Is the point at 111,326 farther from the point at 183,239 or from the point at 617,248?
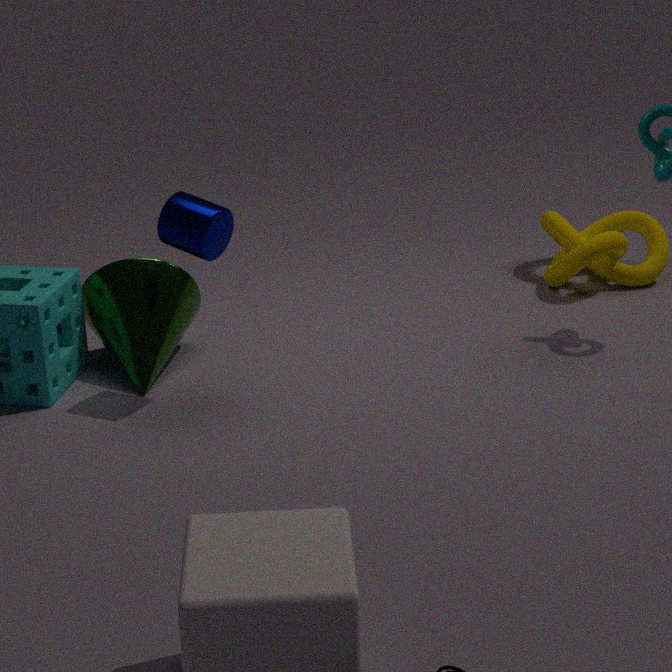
the point at 617,248
